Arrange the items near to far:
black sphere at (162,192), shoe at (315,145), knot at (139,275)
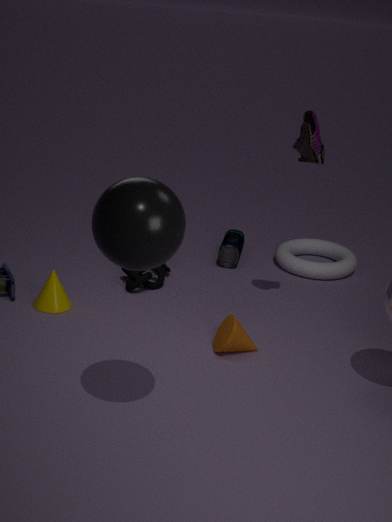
black sphere at (162,192)
shoe at (315,145)
knot at (139,275)
